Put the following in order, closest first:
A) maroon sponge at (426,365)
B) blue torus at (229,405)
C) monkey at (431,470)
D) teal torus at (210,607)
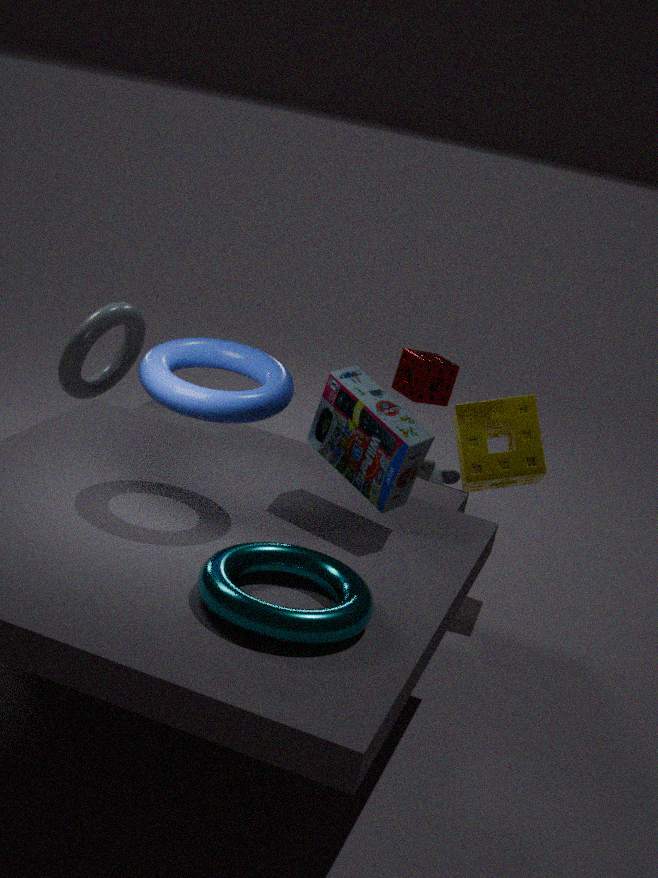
teal torus at (210,607)
blue torus at (229,405)
maroon sponge at (426,365)
monkey at (431,470)
